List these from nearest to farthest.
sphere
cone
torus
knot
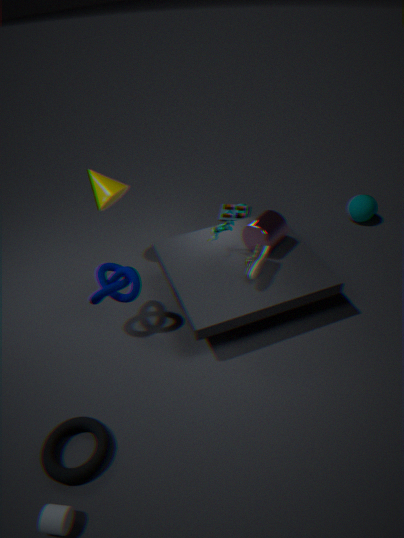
torus
knot
cone
sphere
